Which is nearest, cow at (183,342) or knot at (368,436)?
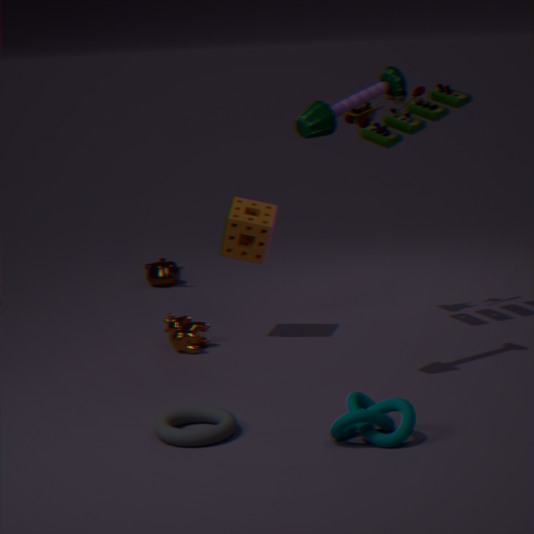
knot at (368,436)
